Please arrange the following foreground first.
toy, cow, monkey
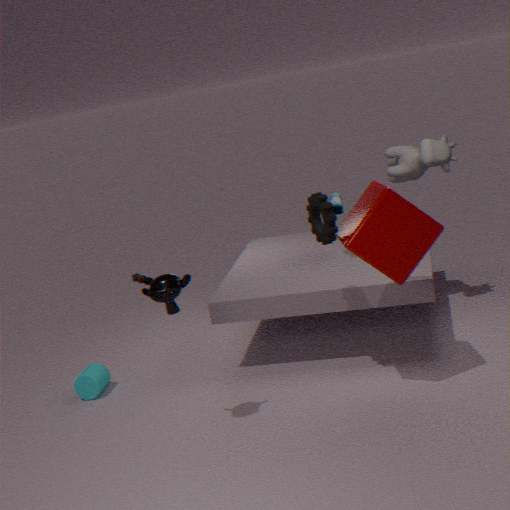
1. monkey
2. cow
3. toy
